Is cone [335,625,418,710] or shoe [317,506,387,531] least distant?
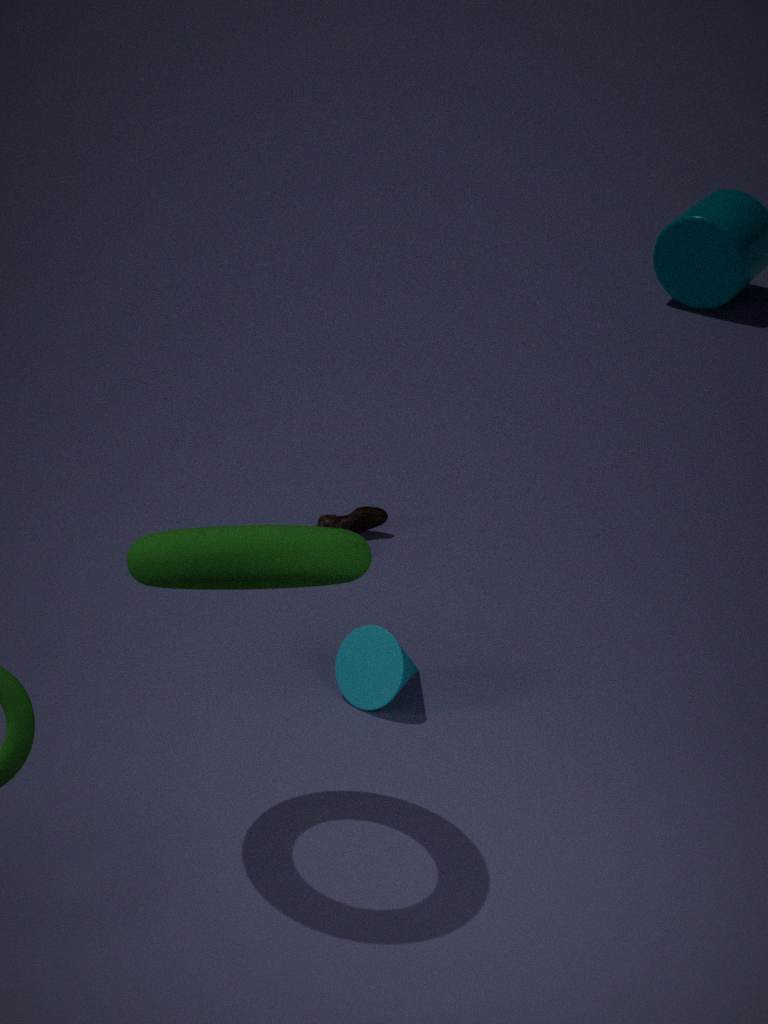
cone [335,625,418,710]
